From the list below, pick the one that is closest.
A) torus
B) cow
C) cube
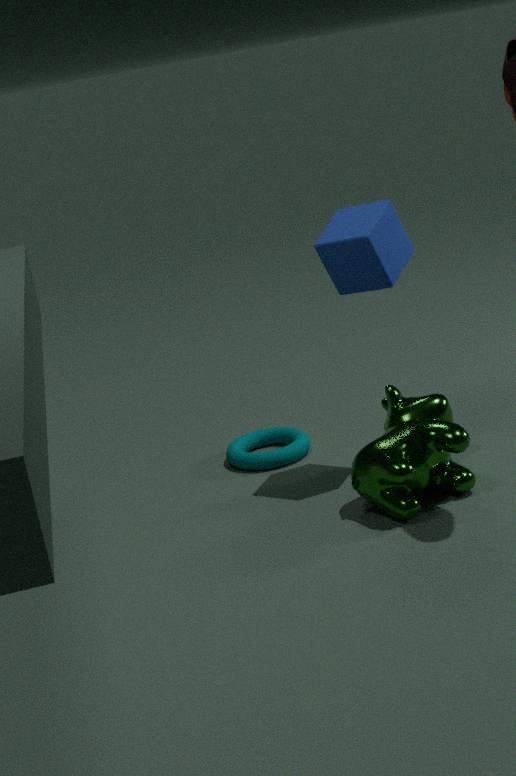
cow
